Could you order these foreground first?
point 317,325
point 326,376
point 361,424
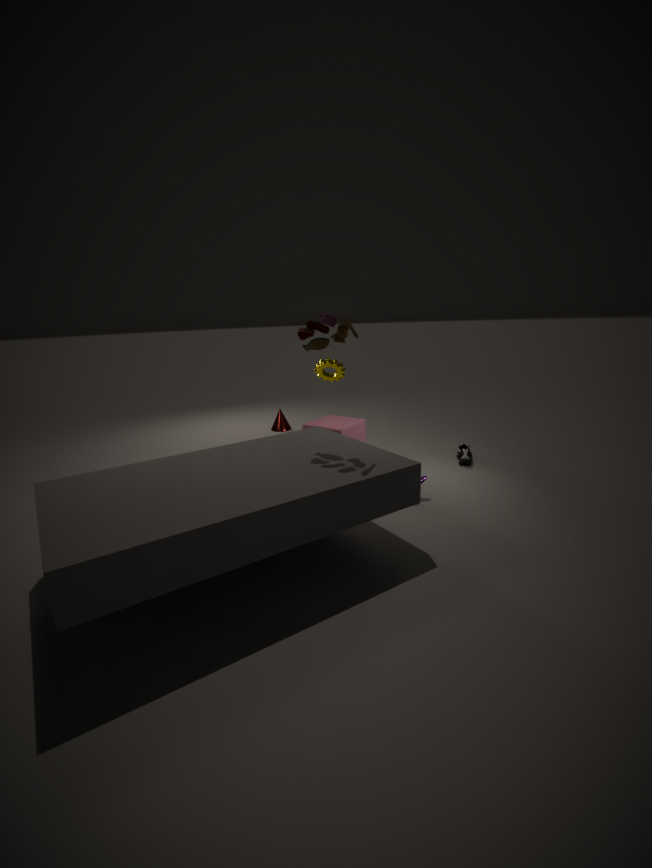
point 317,325
point 361,424
point 326,376
